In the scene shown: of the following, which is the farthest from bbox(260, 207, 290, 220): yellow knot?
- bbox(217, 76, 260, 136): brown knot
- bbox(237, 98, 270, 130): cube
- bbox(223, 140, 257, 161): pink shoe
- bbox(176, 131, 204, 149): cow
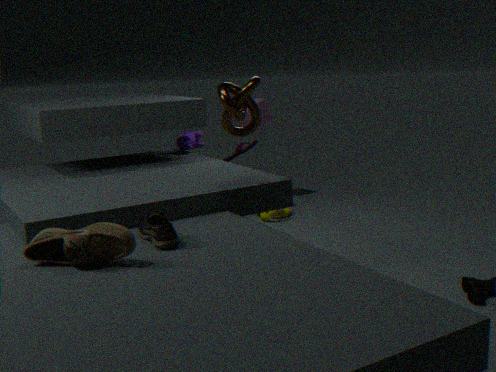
bbox(217, 76, 260, 136): brown knot
